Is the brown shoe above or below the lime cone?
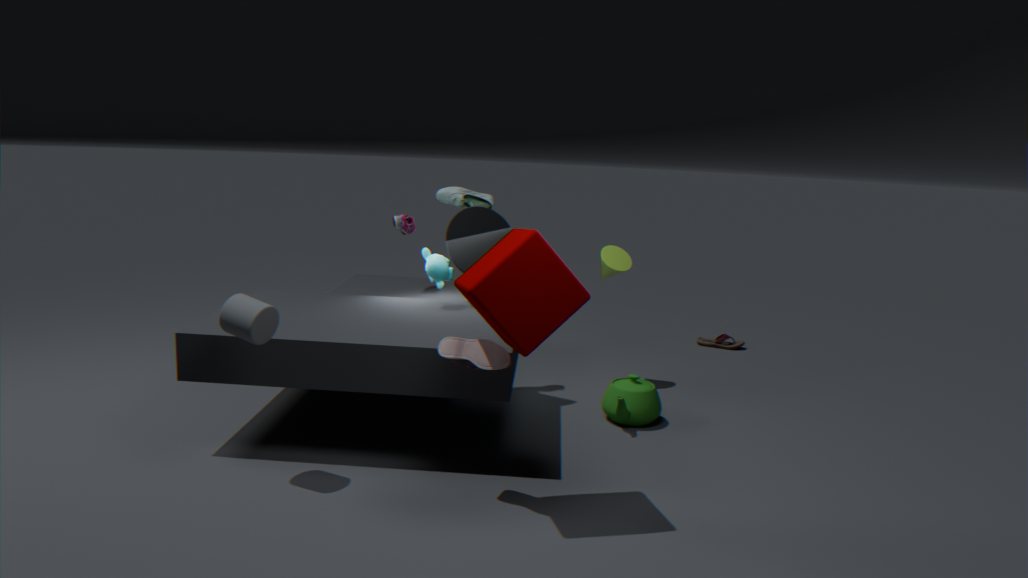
below
